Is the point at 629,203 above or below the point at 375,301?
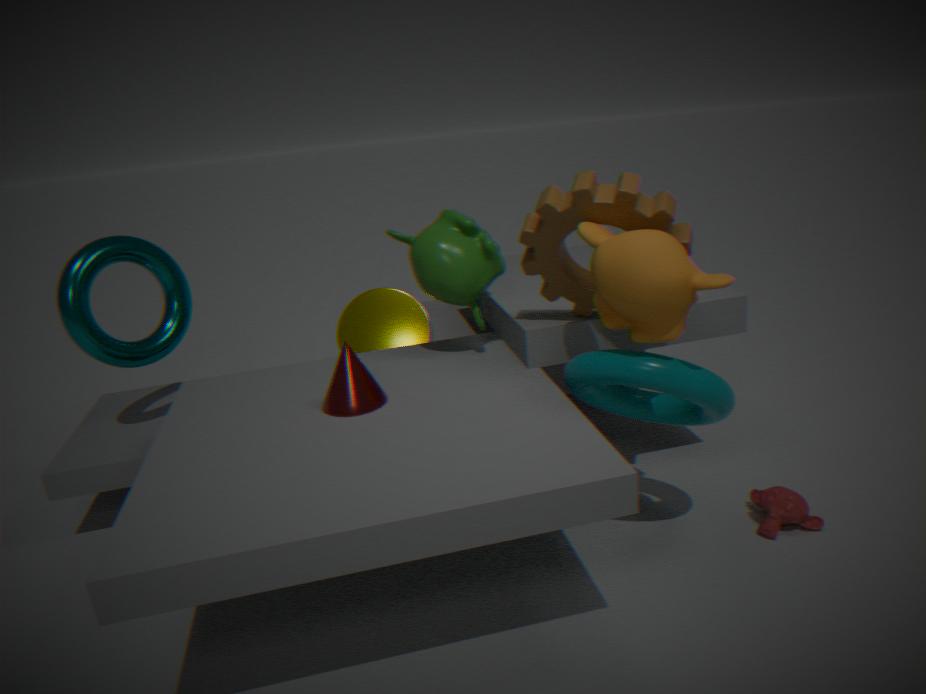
above
